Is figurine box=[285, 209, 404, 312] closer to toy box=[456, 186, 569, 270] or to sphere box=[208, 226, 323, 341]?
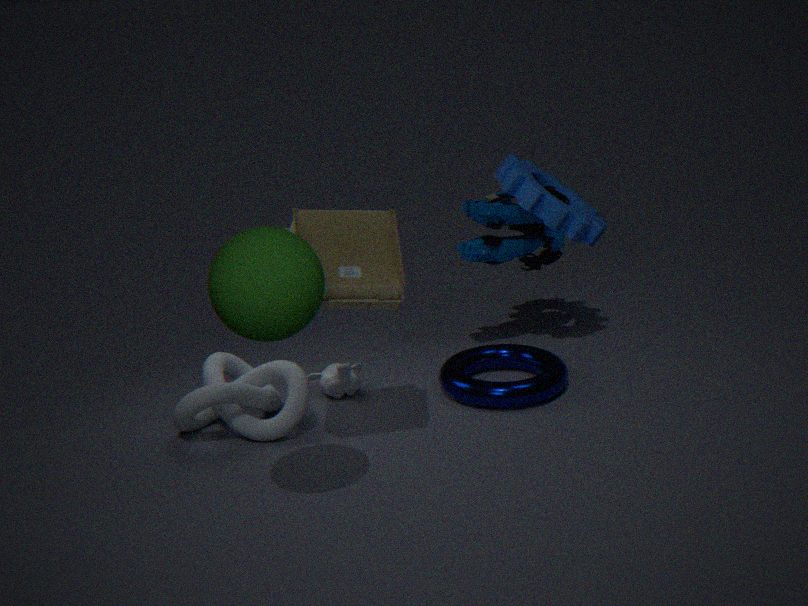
sphere box=[208, 226, 323, 341]
